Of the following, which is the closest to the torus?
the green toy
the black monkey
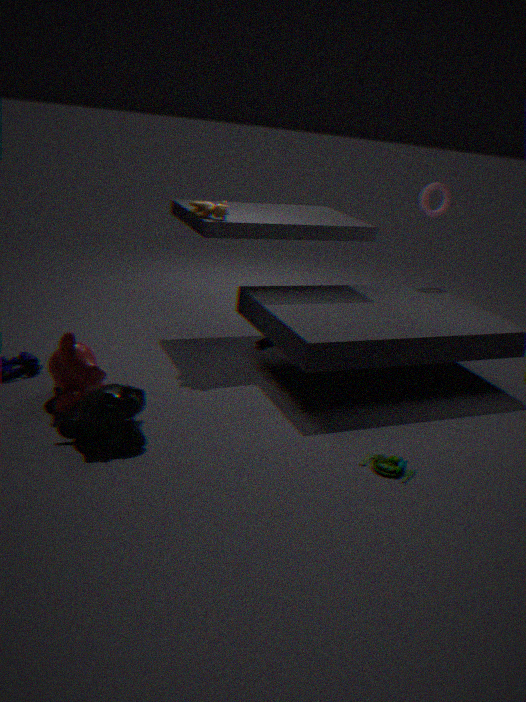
the green toy
